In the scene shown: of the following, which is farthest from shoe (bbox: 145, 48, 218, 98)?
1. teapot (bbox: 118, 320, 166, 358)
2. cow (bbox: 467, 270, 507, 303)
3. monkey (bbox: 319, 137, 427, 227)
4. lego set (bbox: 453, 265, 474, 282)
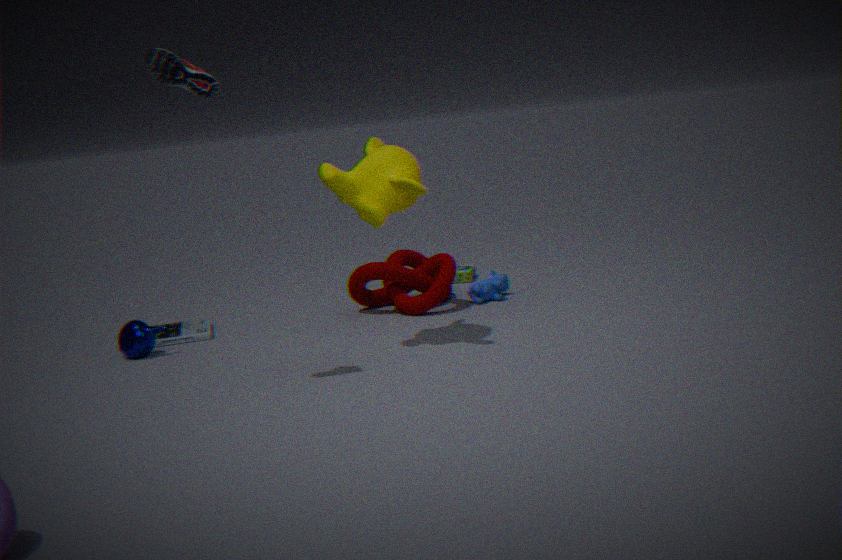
lego set (bbox: 453, 265, 474, 282)
